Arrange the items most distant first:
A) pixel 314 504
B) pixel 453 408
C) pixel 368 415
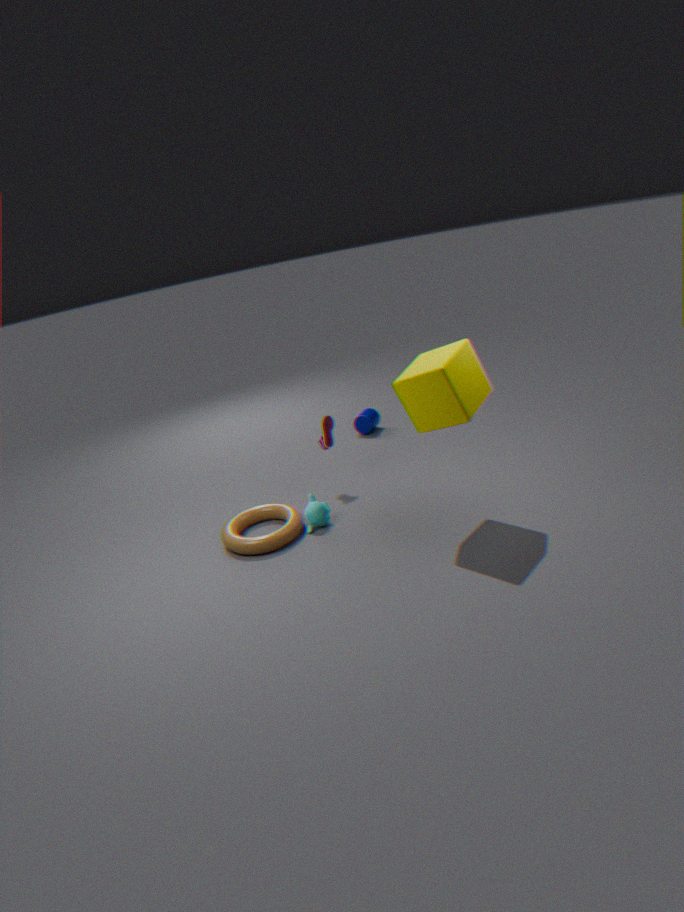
pixel 368 415, pixel 314 504, pixel 453 408
